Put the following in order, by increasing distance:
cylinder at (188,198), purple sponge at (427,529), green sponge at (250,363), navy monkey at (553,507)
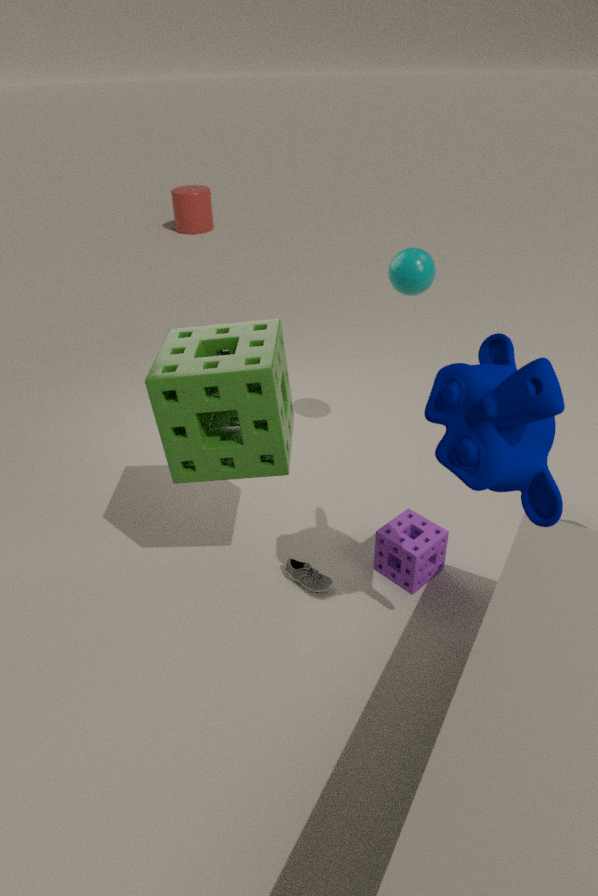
navy monkey at (553,507) → green sponge at (250,363) → purple sponge at (427,529) → cylinder at (188,198)
